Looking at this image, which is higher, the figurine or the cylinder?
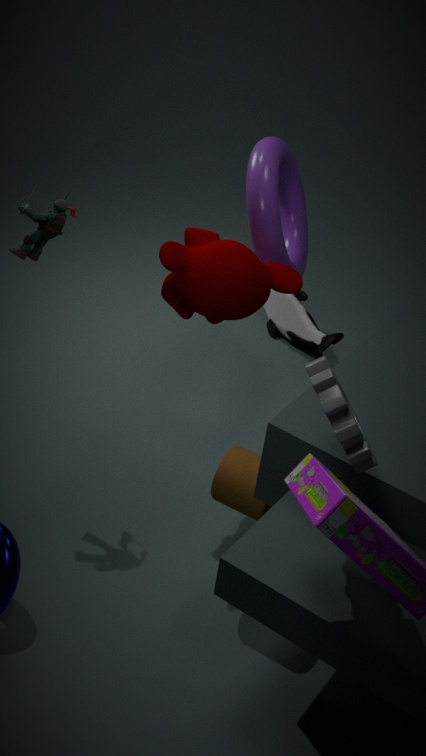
the figurine
